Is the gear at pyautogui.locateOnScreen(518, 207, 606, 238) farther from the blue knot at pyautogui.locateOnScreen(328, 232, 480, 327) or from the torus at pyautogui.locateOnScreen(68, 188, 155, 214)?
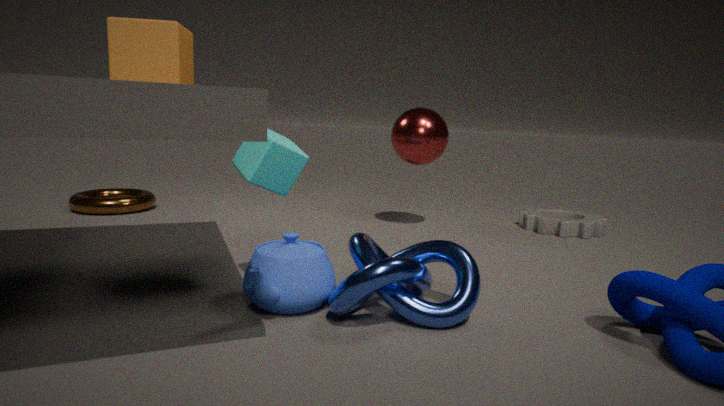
the torus at pyautogui.locateOnScreen(68, 188, 155, 214)
